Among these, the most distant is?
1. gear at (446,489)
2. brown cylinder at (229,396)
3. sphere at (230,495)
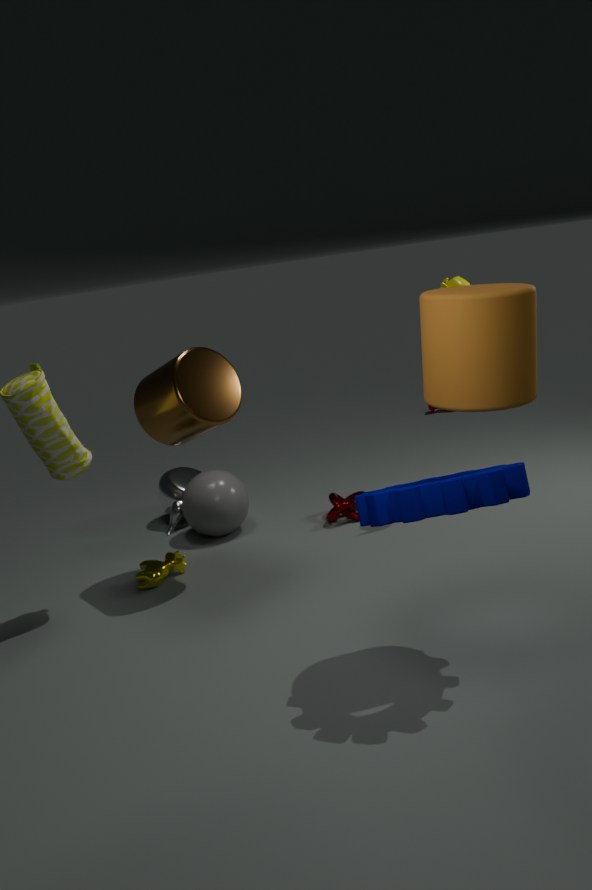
sphere at (230,495)
